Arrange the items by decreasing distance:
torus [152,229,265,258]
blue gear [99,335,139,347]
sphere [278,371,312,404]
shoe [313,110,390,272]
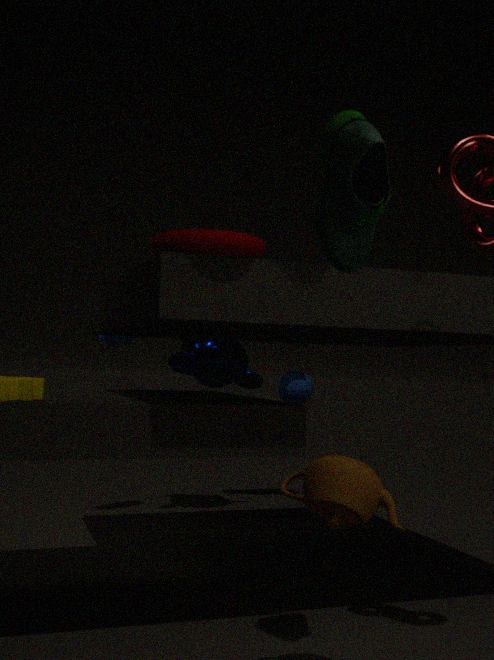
sphere [278,371,312,404], blue gear [99,335,139,347], torus [152,229,265,258], shoe [313,110,390,272]
